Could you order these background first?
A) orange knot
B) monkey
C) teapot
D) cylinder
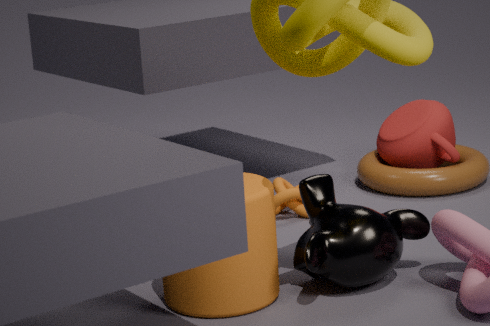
1. teapot
2. orange knot
3. monkey
4. cylinder
